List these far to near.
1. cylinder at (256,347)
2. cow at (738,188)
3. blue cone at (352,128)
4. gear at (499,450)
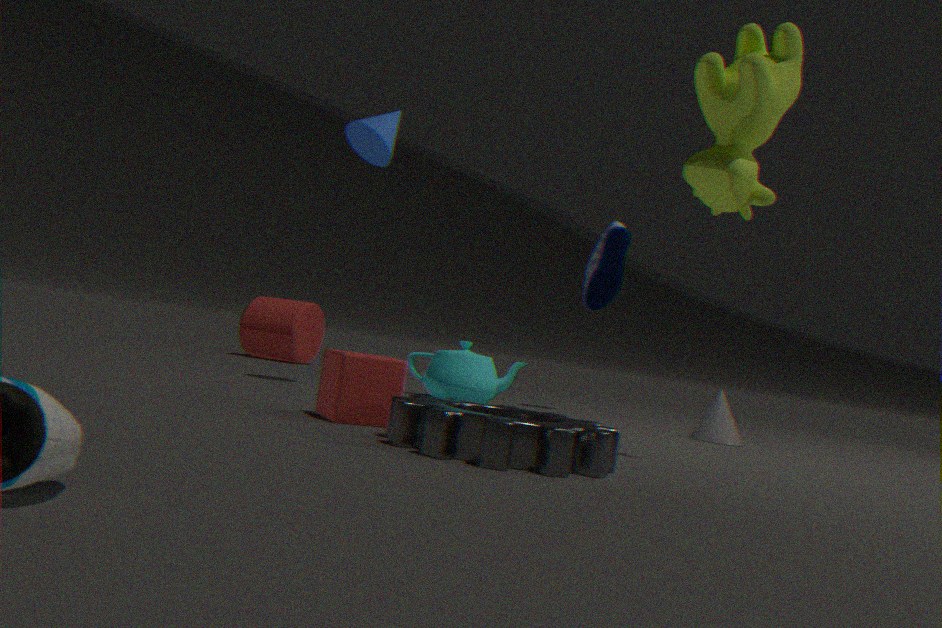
cylinder at (256,347), blue cone at (352,128), cow at (738,188), gear at (499,450)
